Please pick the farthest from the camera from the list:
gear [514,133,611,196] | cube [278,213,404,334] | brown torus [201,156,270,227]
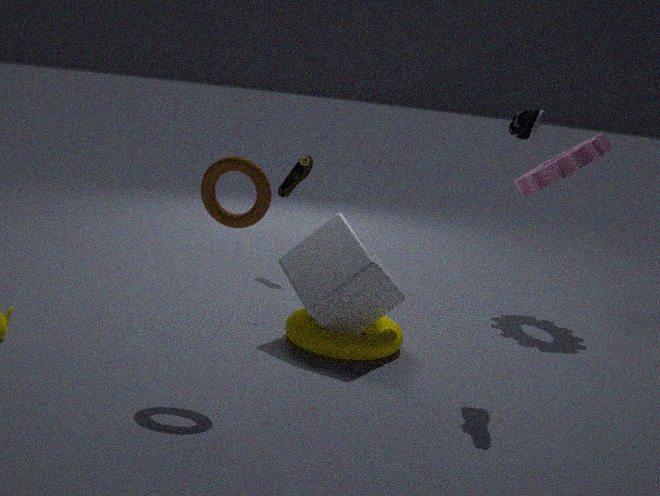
gear [514,133,611,196]
